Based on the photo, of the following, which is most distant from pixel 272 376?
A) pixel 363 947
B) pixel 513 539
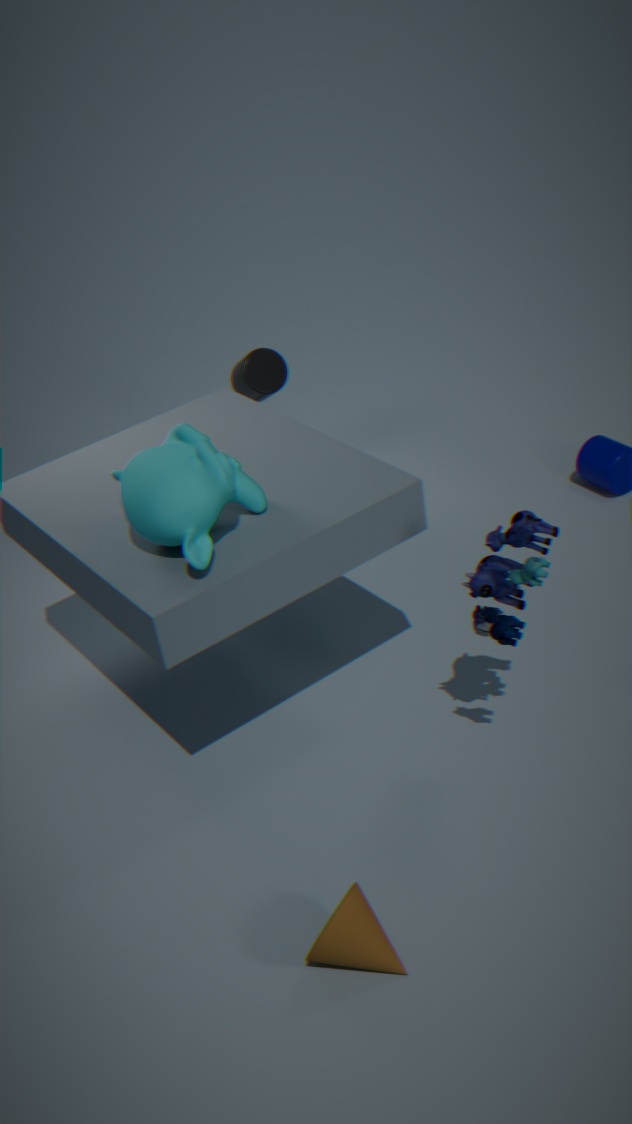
pixel 363 947
